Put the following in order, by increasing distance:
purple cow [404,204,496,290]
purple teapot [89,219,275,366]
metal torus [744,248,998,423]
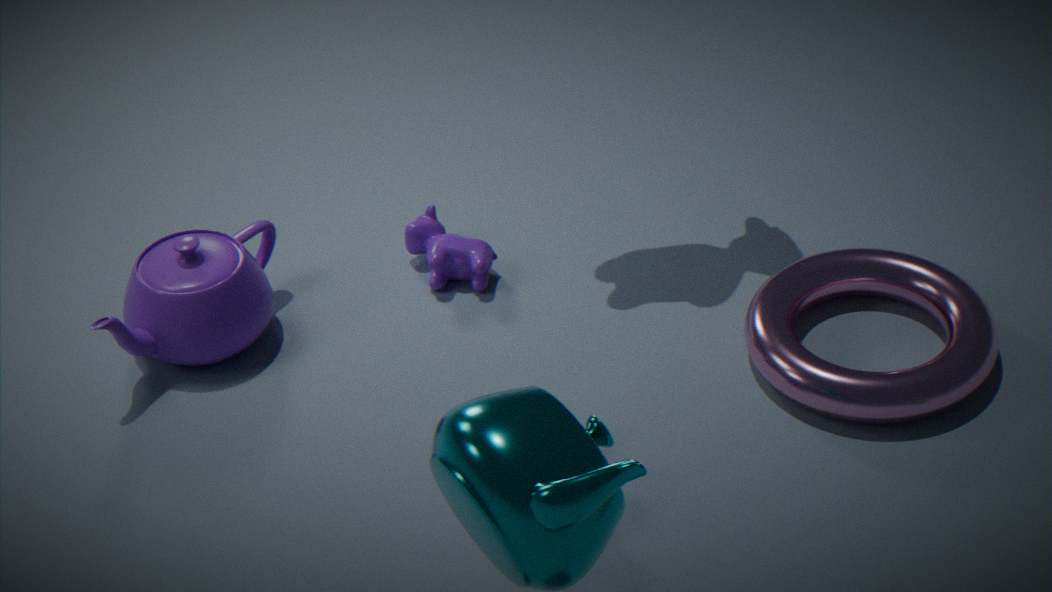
metal torus [744,248,998,423] < purple teapot [89,219,275,366] < purple cow [404,204,496,290]
